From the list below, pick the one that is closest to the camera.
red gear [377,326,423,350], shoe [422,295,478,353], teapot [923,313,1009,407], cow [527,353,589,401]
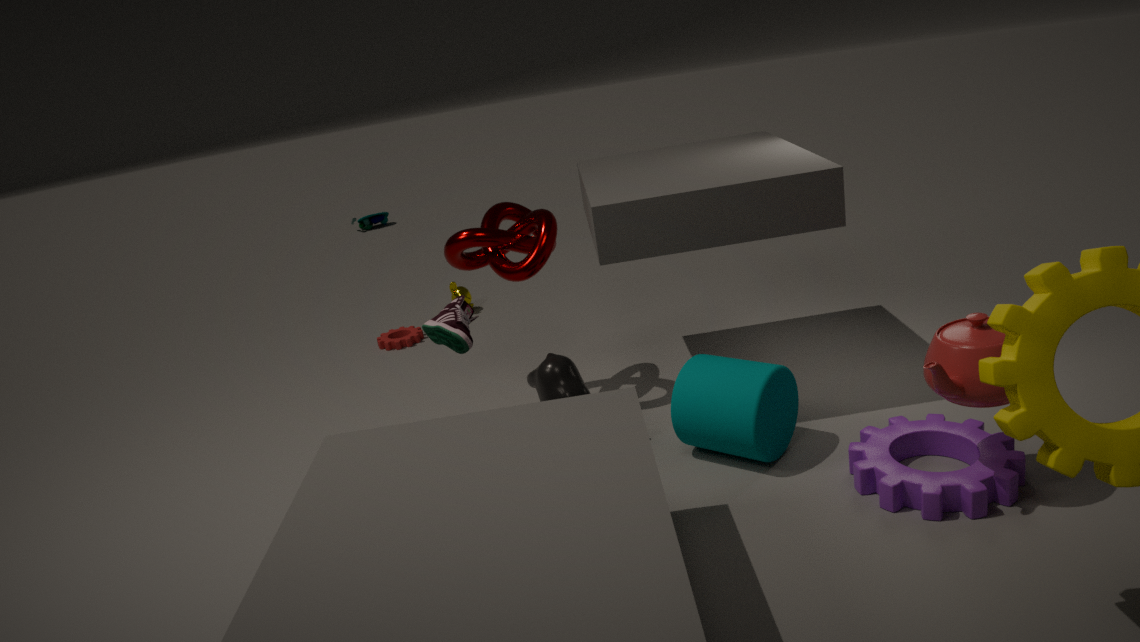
teapot [923,313,1009,407]
